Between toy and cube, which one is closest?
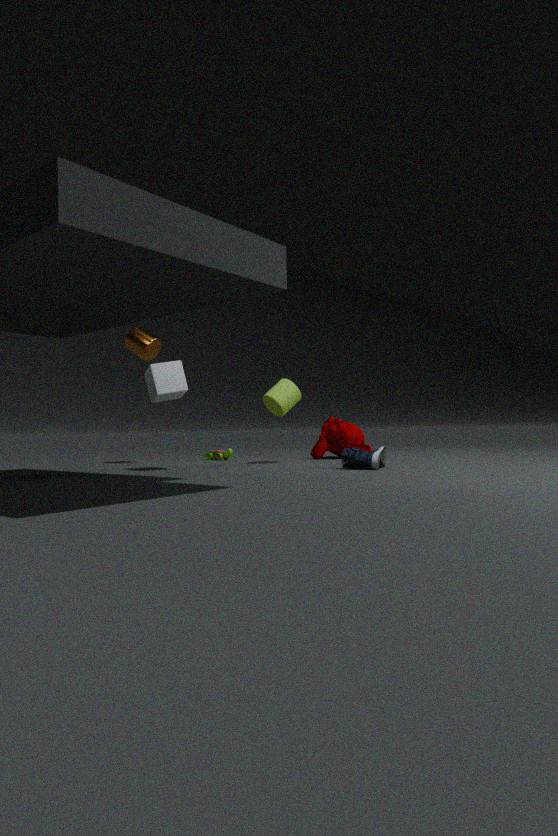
cube
